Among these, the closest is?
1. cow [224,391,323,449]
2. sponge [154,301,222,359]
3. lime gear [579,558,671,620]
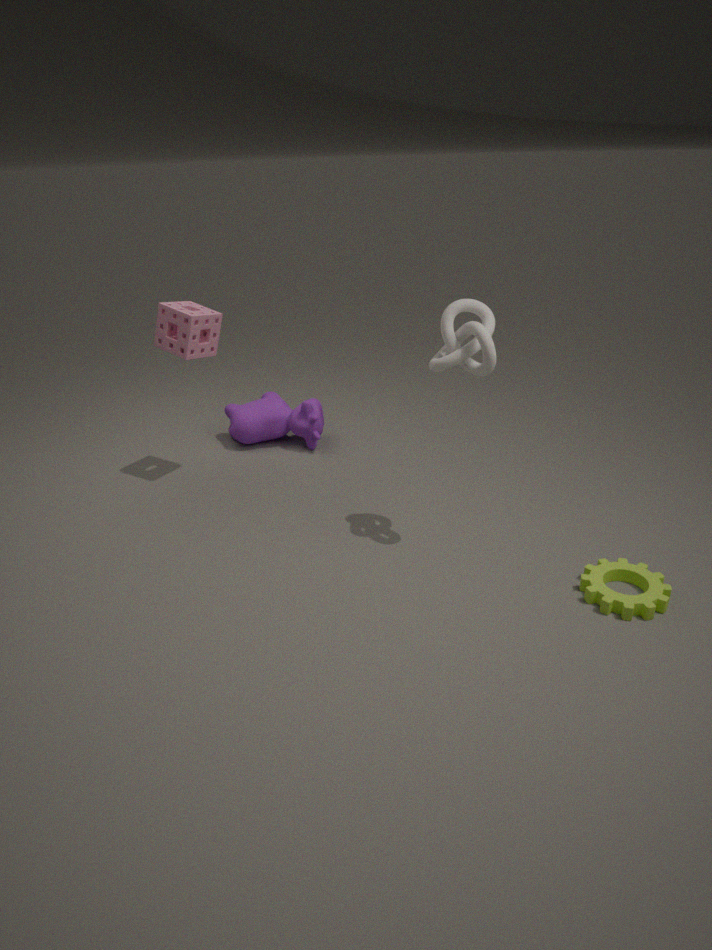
lime gear [579,558,671,620]
